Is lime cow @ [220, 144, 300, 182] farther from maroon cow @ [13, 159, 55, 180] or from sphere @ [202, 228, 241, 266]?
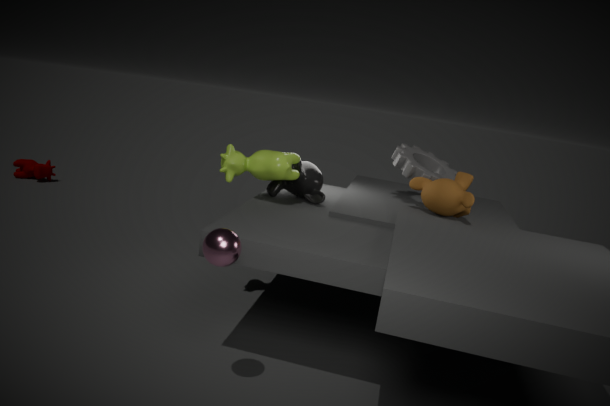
maroon cow @ [13, 159, 55, 180]
